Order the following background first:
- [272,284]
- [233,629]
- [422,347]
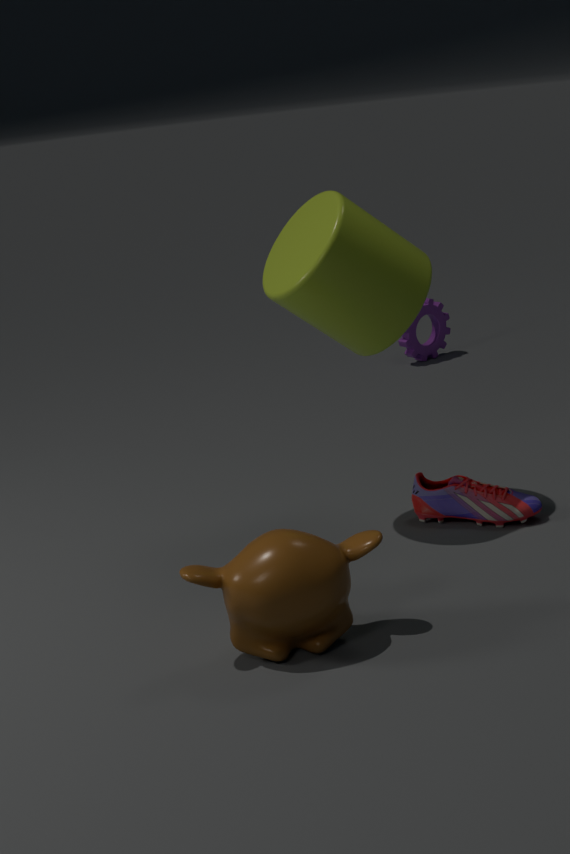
1. [422,347]
2. [272,284]
3. [233,629]
